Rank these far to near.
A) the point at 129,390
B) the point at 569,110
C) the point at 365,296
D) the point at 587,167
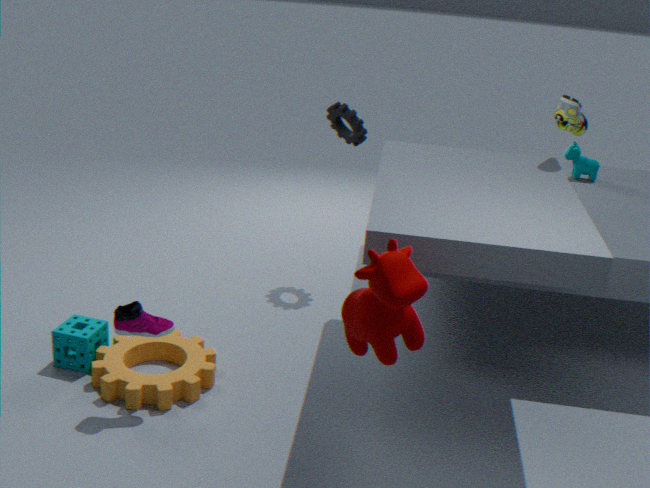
the point at 587,167 → the point at 569,110 → the point at 129,390 → the point at 365,296
